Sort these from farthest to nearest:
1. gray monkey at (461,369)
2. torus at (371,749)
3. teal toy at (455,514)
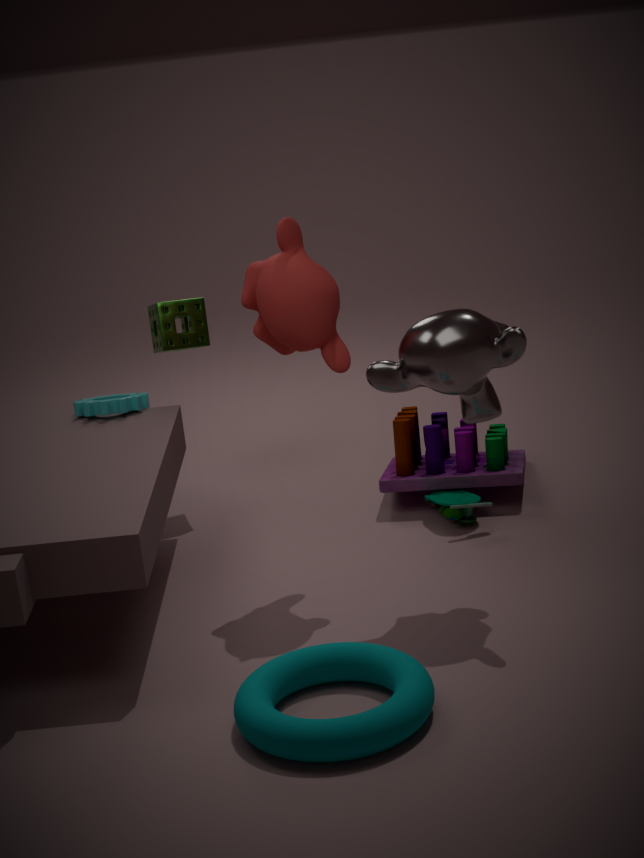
teal toy at (455,514)
gray monkey at (461,369)
torus at (371,749)
